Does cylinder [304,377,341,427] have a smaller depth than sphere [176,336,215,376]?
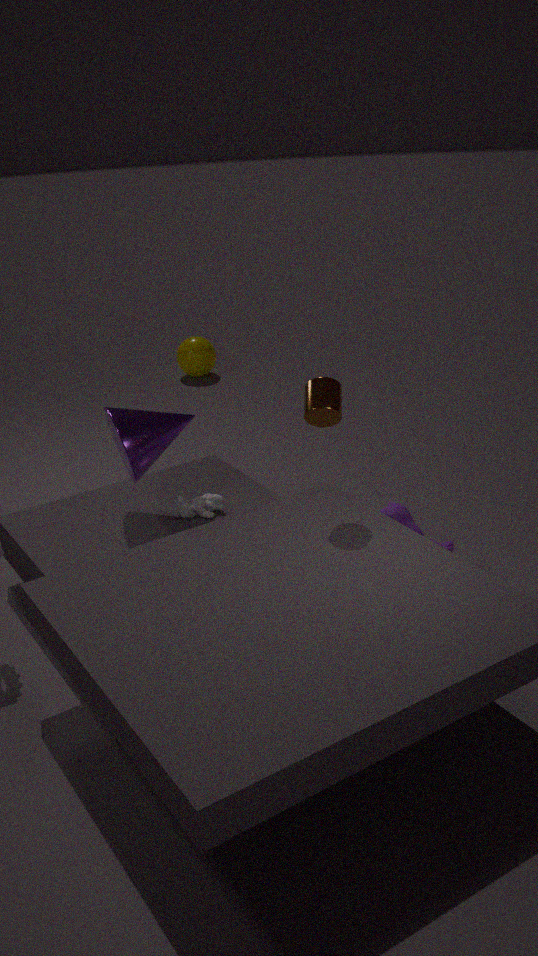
Yes
